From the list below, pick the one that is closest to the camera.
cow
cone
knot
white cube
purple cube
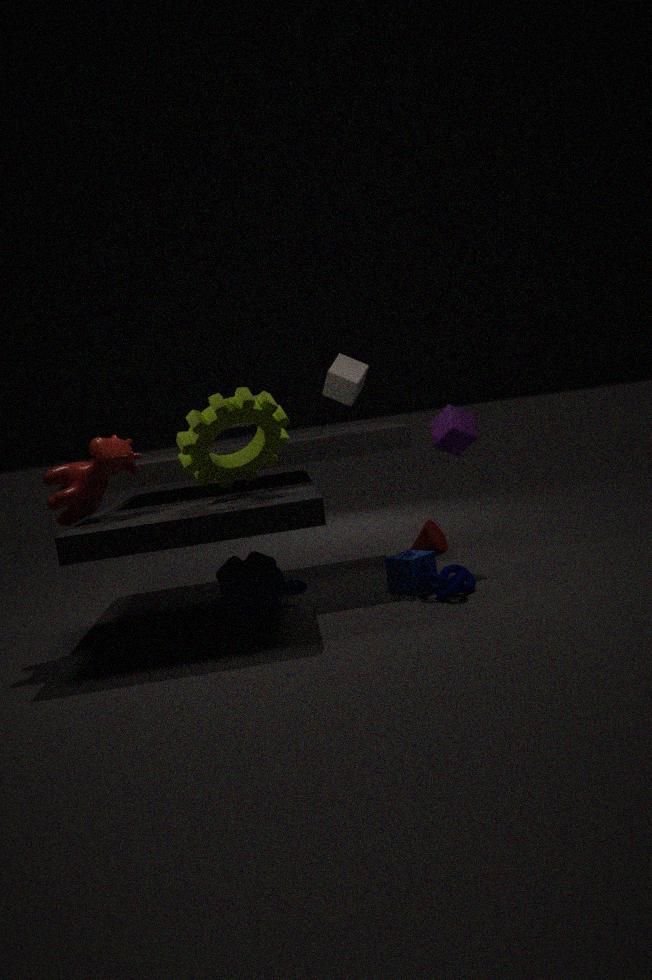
knot
